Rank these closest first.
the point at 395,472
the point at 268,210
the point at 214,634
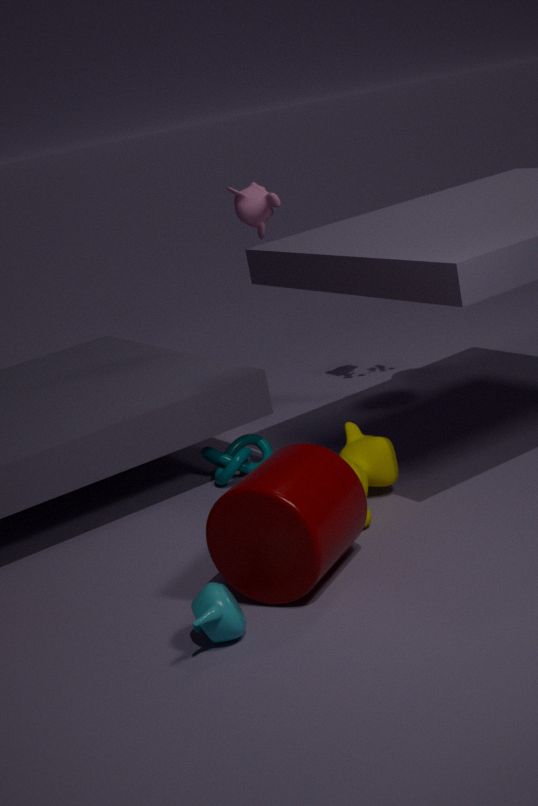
1. the point at 214,634
2. the point at 395,472
3. the point at 268,210
